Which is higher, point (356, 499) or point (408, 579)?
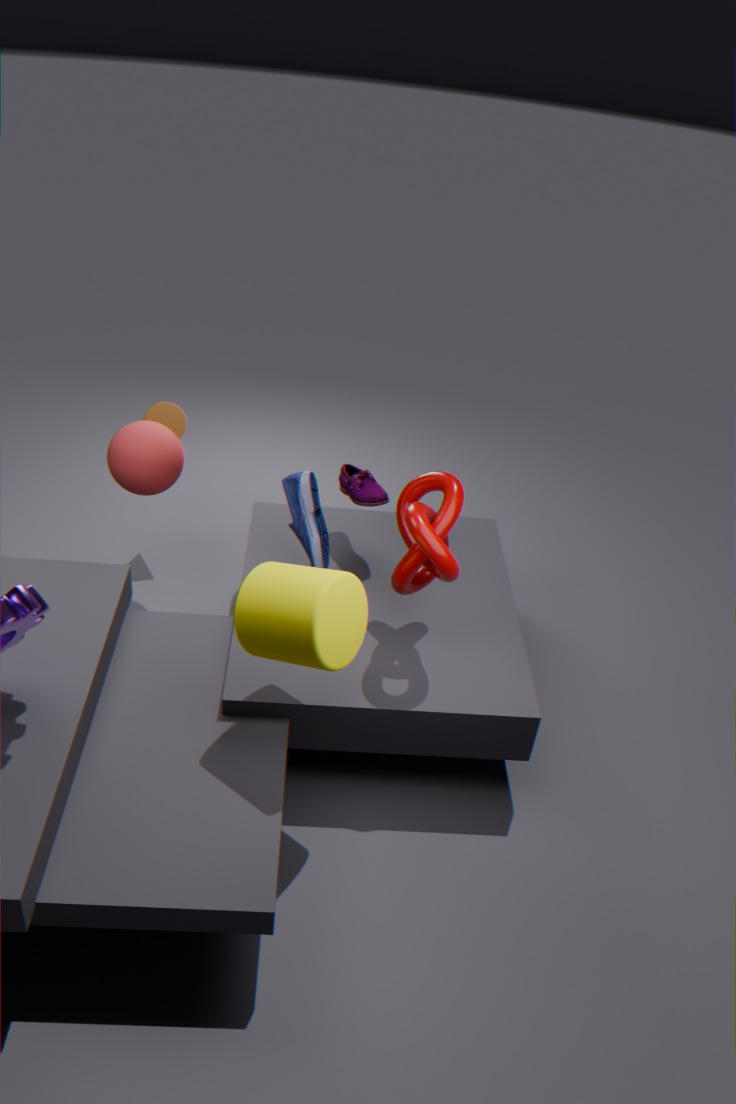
point (408, 579)
